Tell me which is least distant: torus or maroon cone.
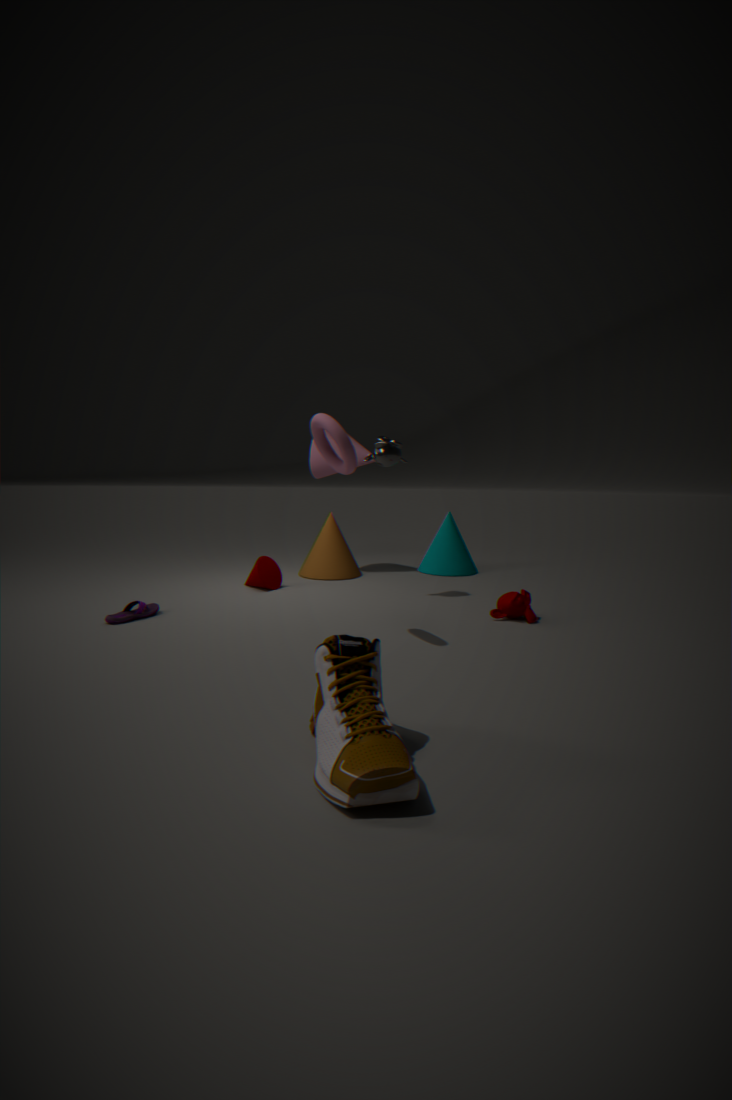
torus
